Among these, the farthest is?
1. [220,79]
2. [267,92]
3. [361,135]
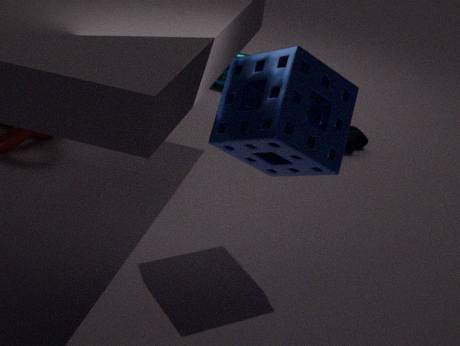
[220,79]
